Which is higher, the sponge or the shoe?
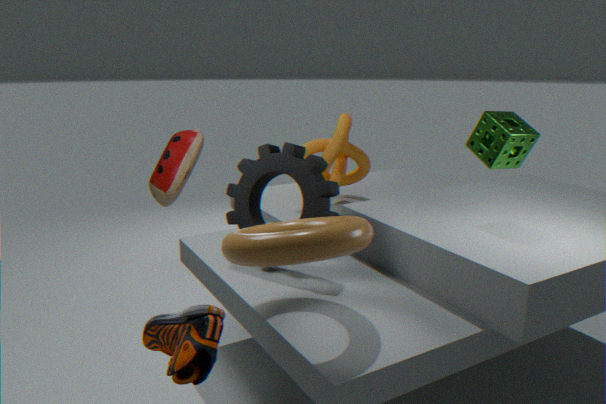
the sponge
